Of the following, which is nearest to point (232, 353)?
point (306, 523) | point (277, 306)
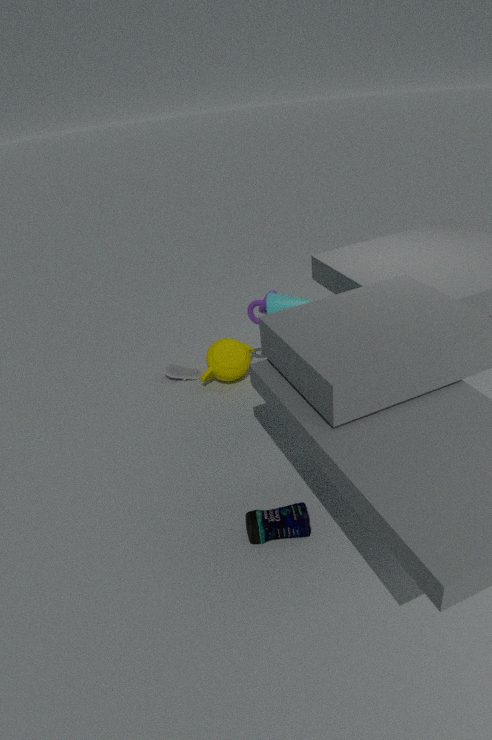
point (277, 306)
